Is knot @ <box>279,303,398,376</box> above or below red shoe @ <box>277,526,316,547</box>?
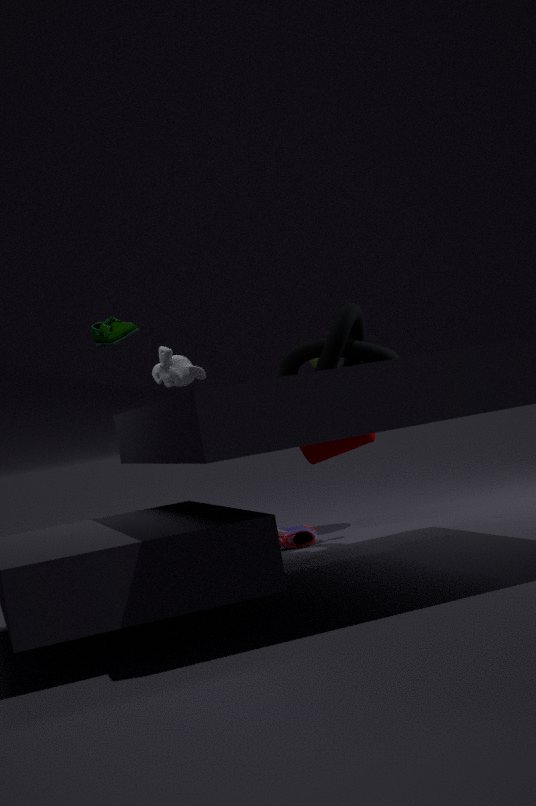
above
